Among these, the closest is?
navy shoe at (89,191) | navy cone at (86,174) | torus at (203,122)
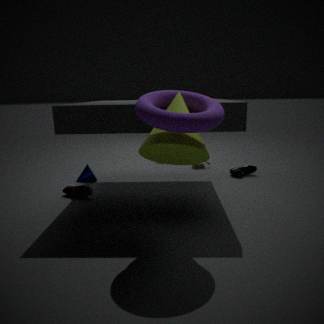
torus at (203,122)
